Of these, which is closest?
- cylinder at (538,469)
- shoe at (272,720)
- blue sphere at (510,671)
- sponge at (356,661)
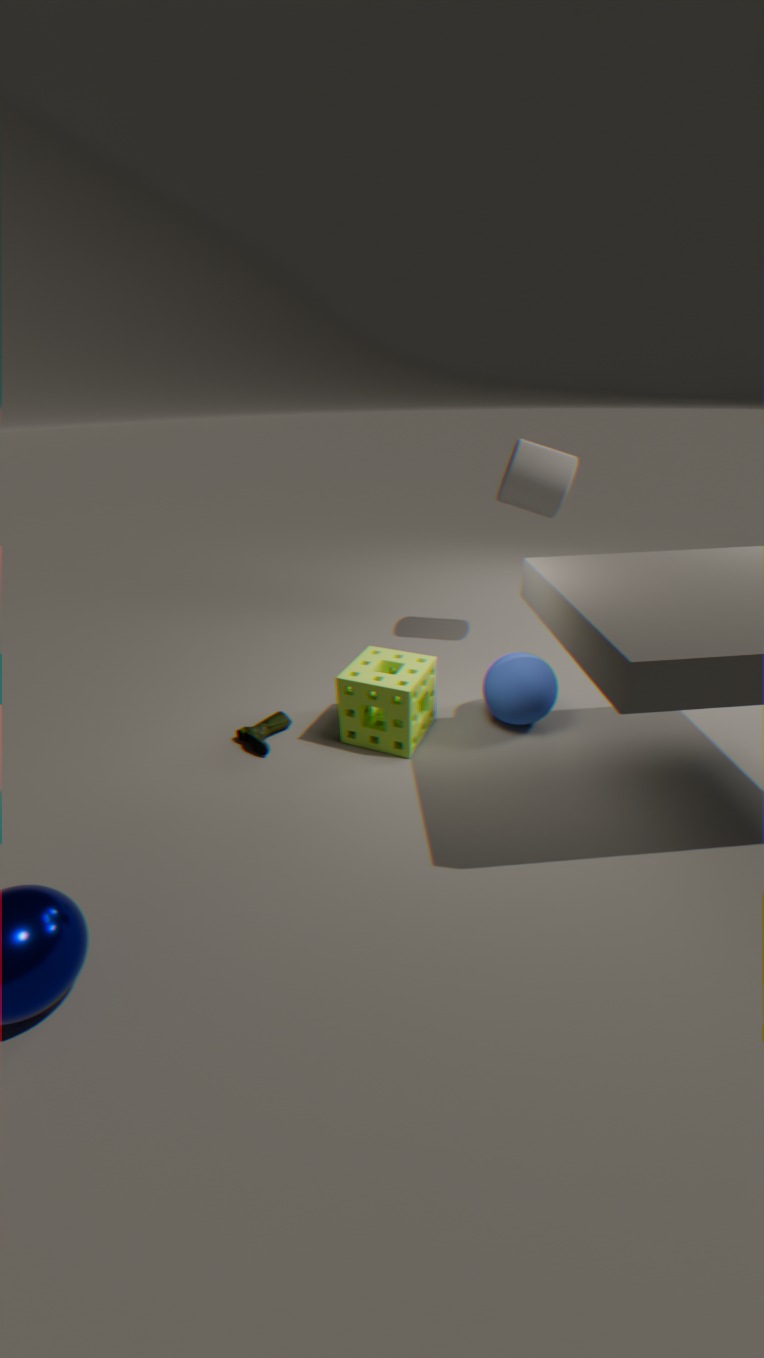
sponge at (356,661)
